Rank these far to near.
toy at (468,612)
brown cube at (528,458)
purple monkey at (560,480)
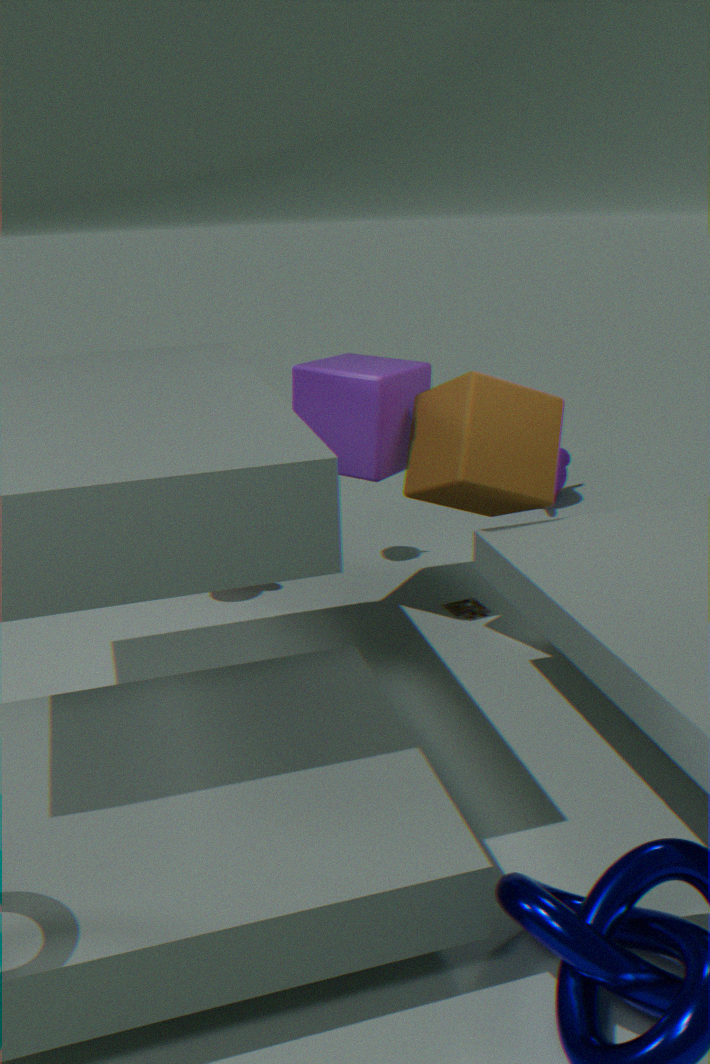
purple monkey at (560,480)
toy at (468,612)
brown cube at (528,458)
